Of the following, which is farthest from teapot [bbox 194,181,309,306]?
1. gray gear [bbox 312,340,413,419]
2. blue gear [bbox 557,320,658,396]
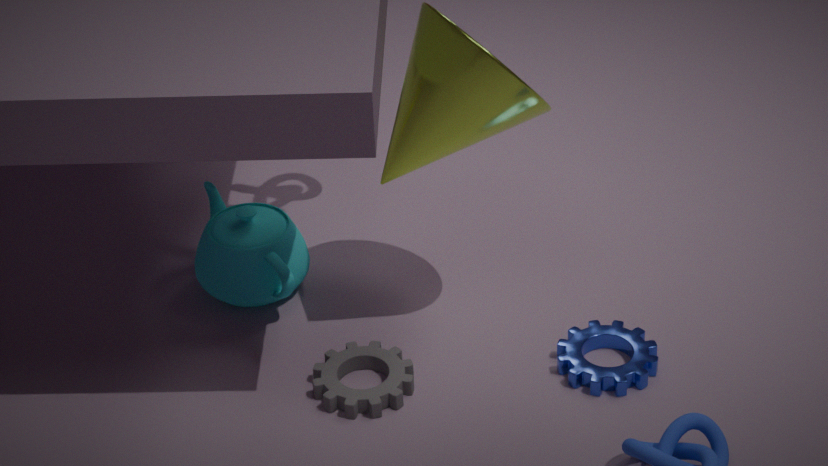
blue gear [bbox 557,320,658,396]
